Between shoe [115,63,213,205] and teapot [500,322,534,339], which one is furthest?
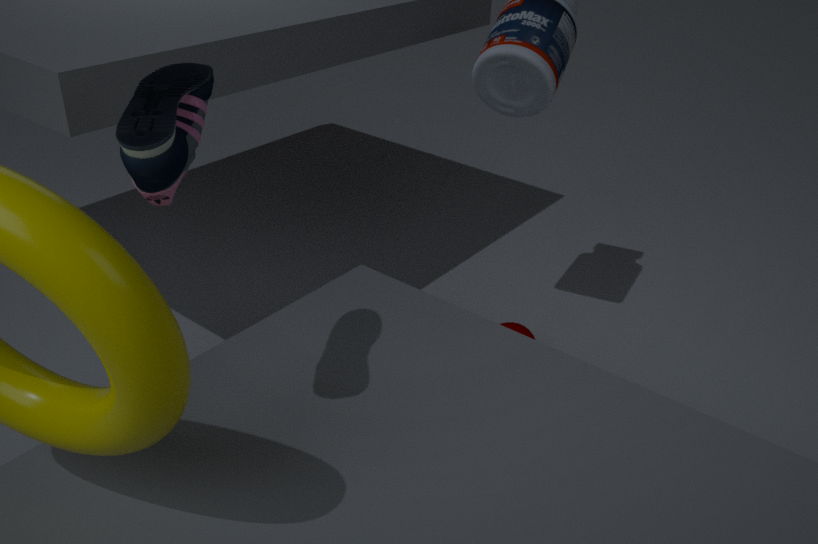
teapot [500,322,534,339]
